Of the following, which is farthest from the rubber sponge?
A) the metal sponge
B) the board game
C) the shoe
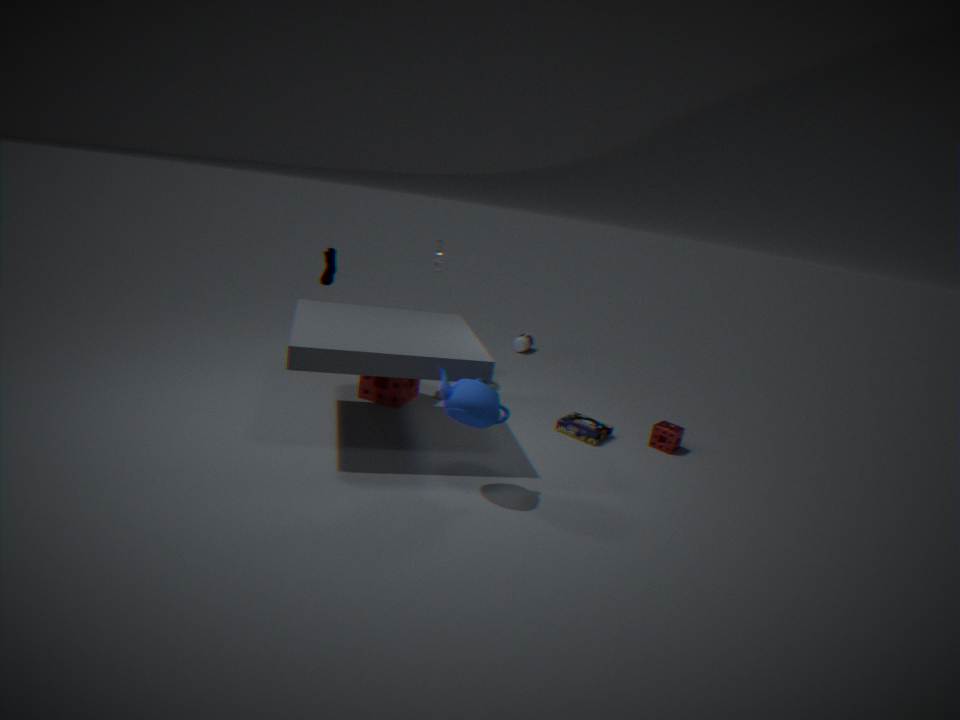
the metal sponge
